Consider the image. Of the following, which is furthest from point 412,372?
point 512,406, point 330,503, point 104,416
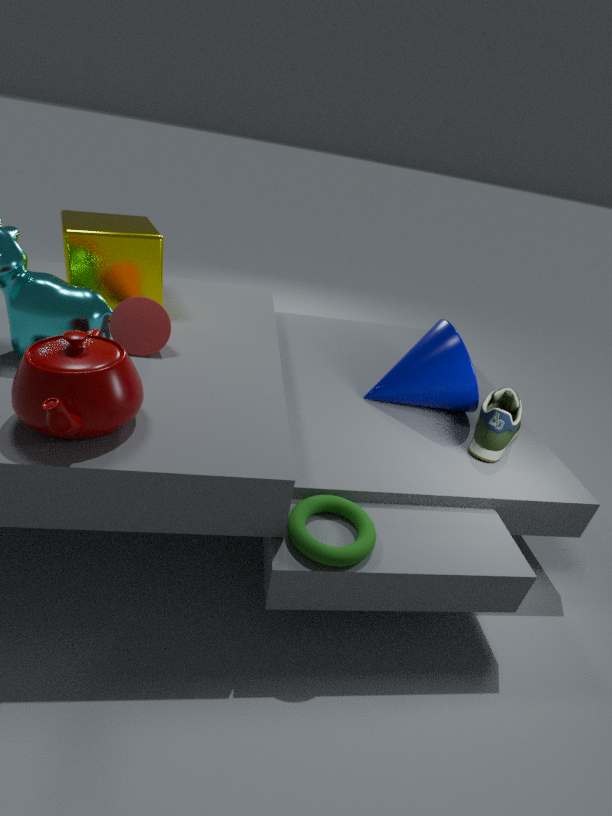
point 104,416
